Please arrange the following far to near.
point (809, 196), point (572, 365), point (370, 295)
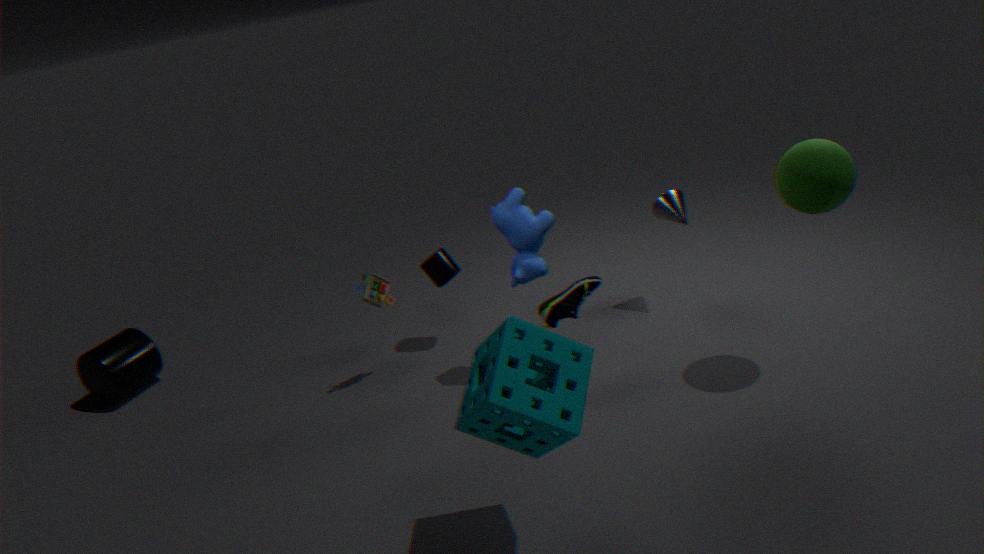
point (370, 295)
point (809, 196)
point (572, 365)
